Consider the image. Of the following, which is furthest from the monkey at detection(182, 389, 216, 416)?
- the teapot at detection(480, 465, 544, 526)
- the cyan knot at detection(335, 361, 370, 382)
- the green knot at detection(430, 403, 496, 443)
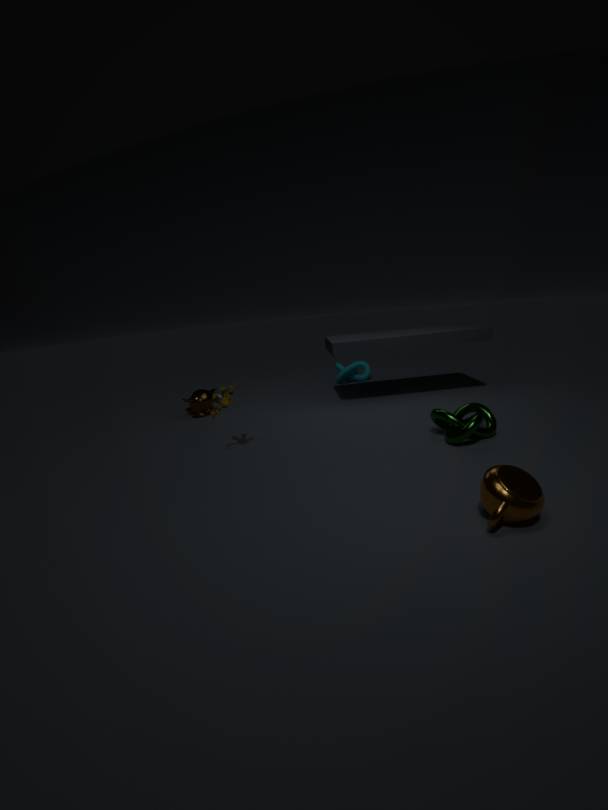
the teapot at detection(480, 465, 544, 526)
